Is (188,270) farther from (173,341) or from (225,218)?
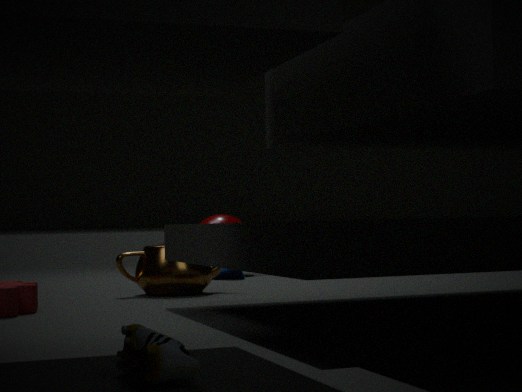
(173,341)
